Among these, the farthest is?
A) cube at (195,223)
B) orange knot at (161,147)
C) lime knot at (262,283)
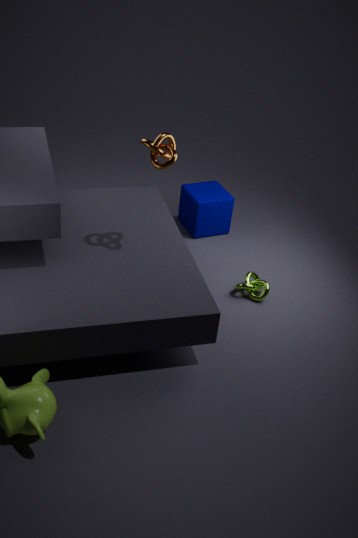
cube at (195,223)
